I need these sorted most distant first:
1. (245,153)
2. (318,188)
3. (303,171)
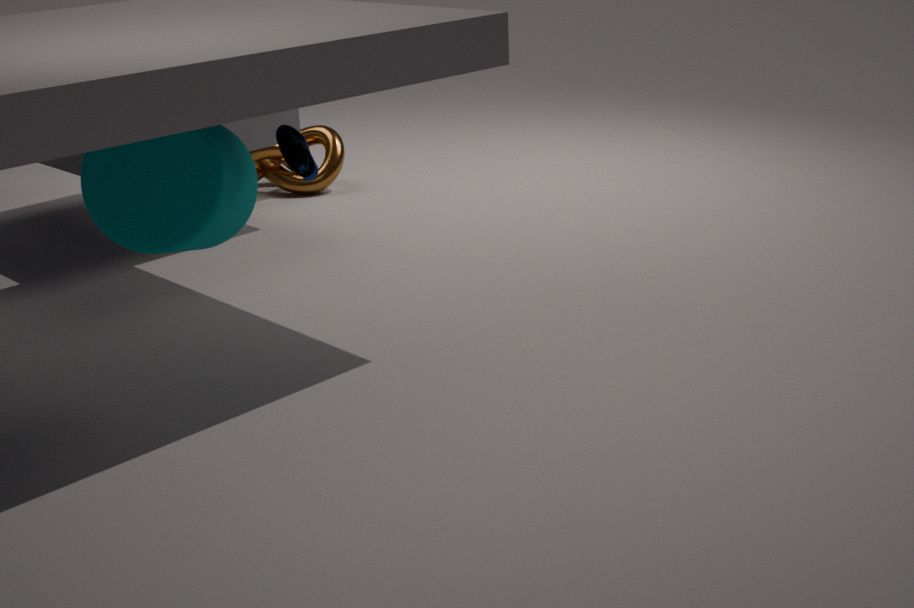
(318,188)
(245,153)
(303,171)
